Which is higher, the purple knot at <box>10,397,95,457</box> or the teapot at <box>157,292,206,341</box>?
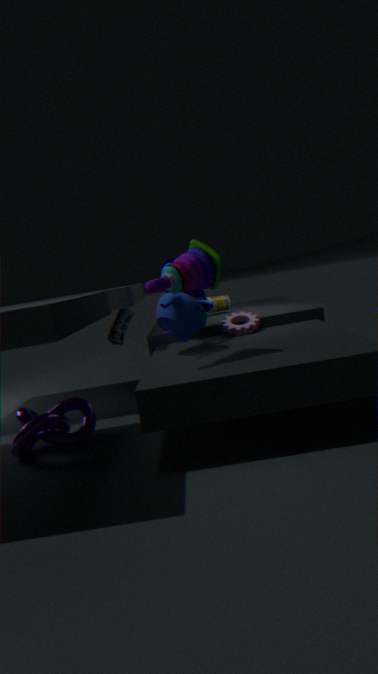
the teapot at <box>157,292,206,341</box>
